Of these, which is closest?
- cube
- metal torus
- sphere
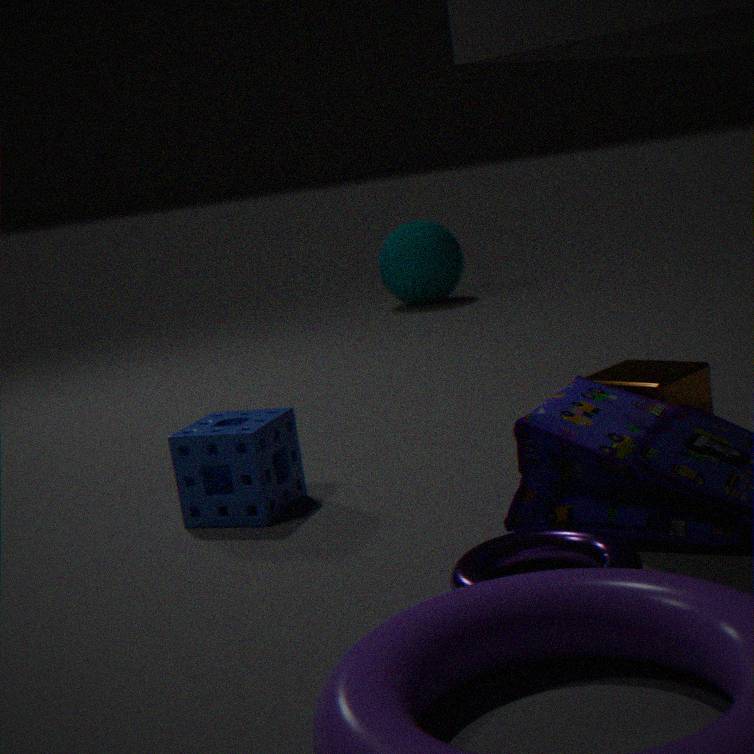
metal torus
